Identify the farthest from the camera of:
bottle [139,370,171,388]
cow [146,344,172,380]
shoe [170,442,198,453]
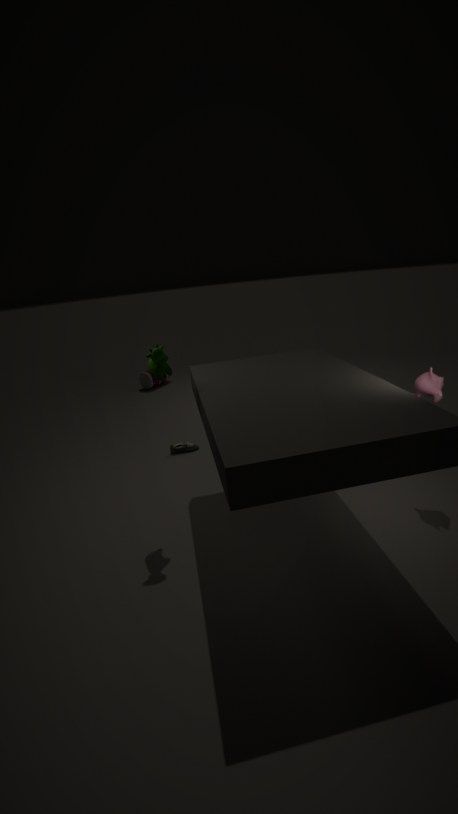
bottle [139,370,171,388]
